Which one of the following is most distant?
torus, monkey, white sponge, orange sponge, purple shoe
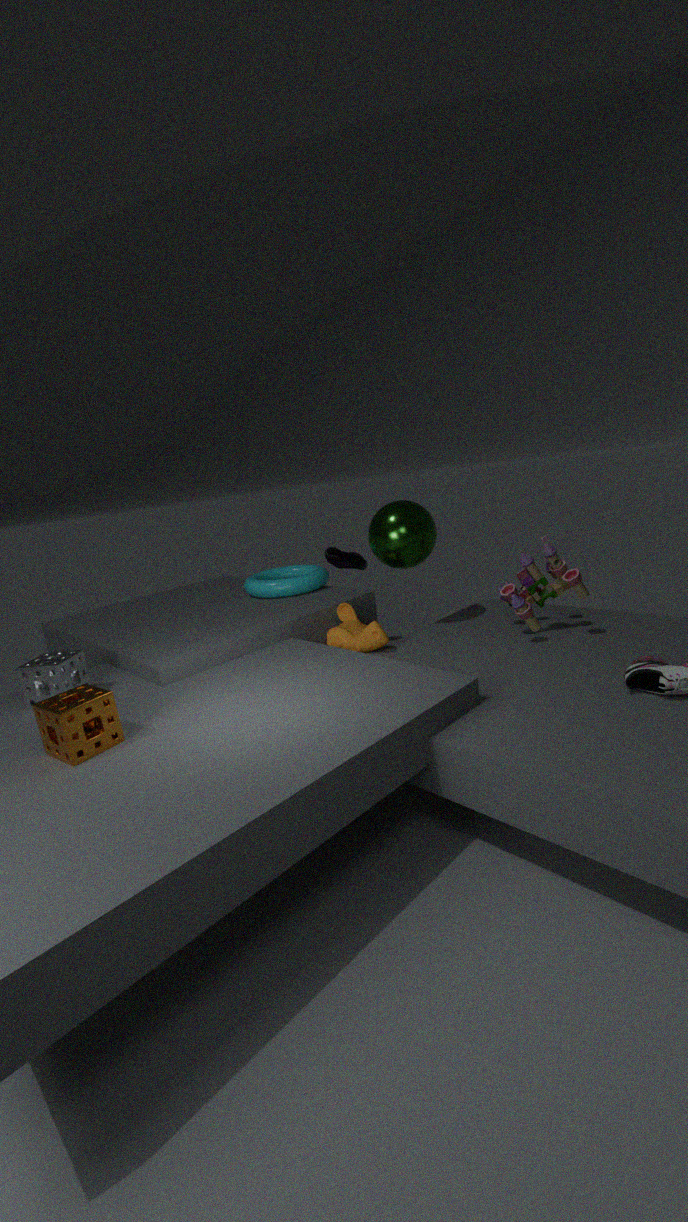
purple shoe
